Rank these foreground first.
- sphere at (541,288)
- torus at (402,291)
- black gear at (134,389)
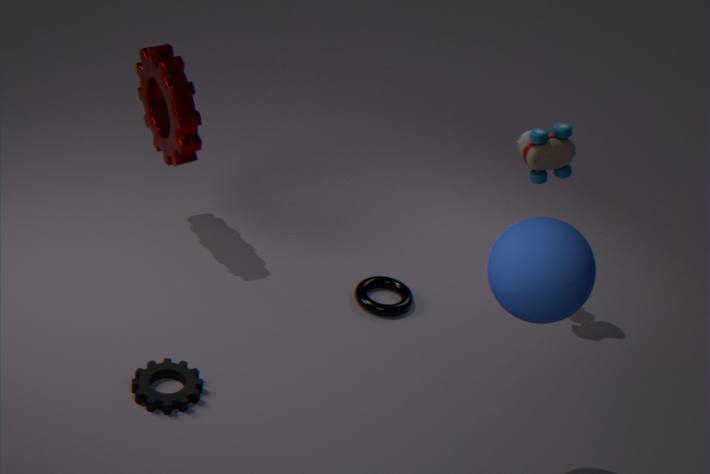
1. sphere at (541,288)
2. black gear at (134,389)
3. torus at (402,291)
